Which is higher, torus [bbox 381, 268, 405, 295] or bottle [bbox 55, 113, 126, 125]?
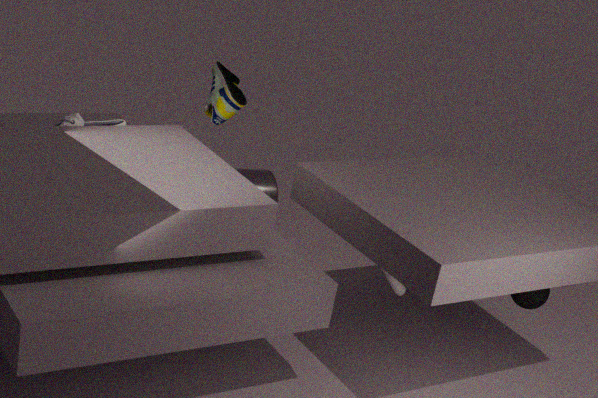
bottle [bbox 55, 113, 126, 125]
